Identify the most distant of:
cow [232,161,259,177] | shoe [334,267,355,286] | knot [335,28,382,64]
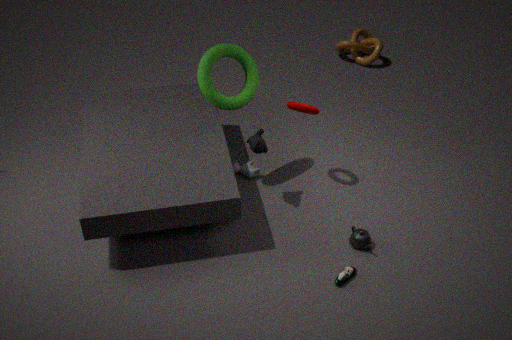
knot [335,28,382,64]
